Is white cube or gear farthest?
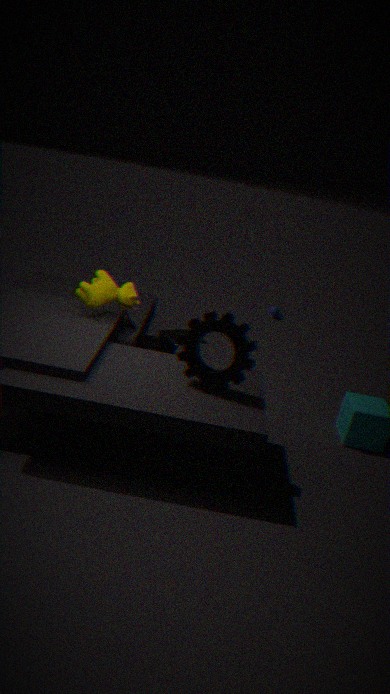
white cube
